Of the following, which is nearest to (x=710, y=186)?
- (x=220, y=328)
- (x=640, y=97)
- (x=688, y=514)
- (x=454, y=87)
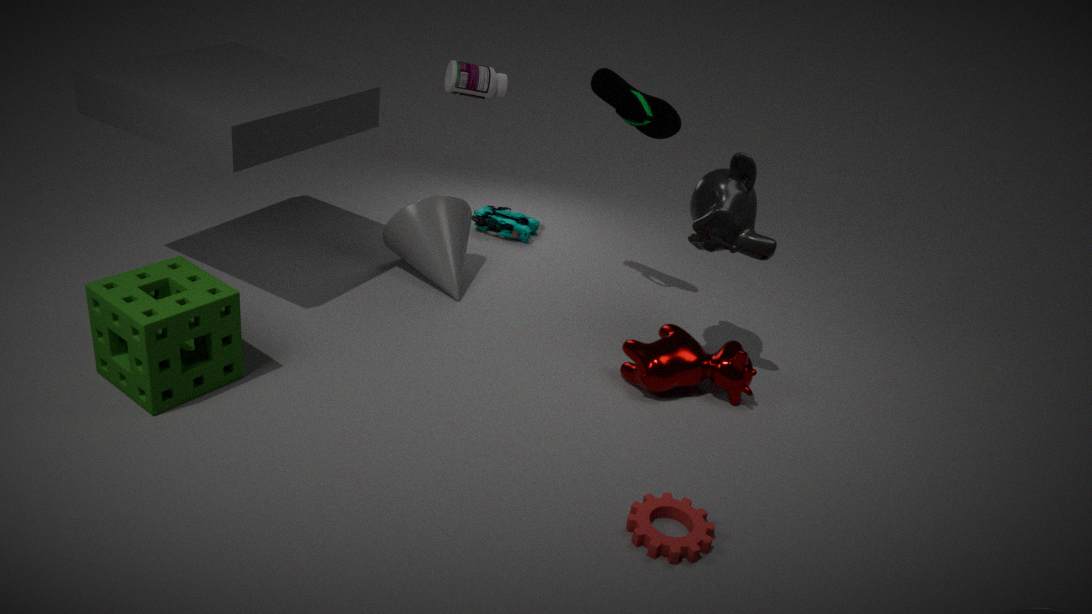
(x=640, y=97)
